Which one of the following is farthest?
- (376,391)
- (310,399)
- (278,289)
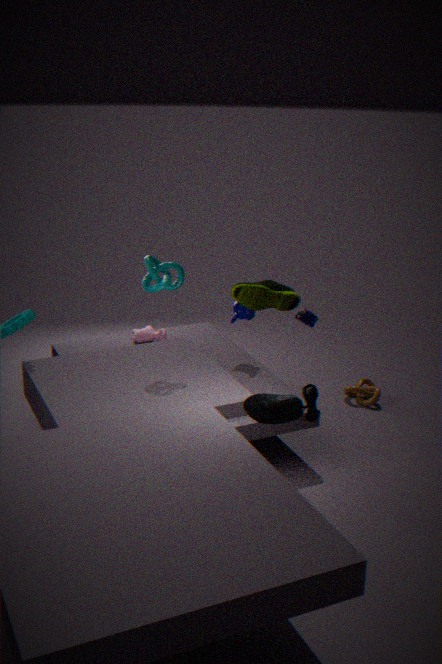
(376,391)
